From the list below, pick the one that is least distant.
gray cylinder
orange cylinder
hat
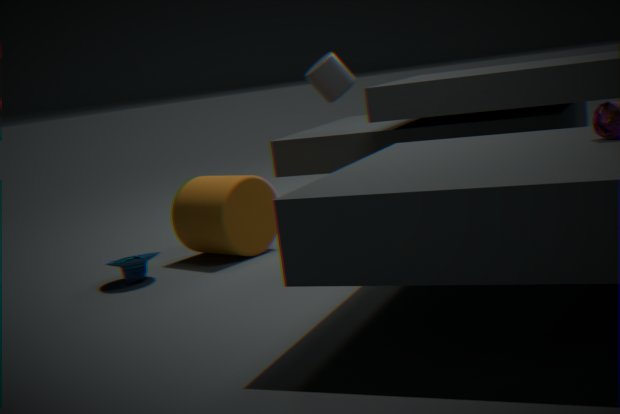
hat
